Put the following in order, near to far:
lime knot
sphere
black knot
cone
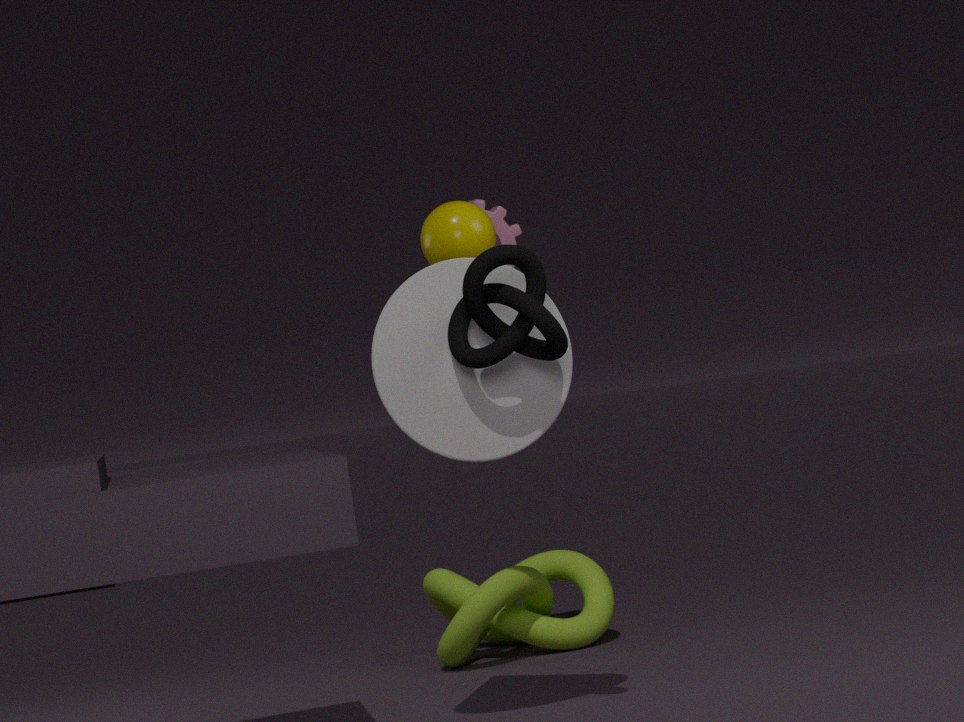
black knot, cone, sphere, lime knot
